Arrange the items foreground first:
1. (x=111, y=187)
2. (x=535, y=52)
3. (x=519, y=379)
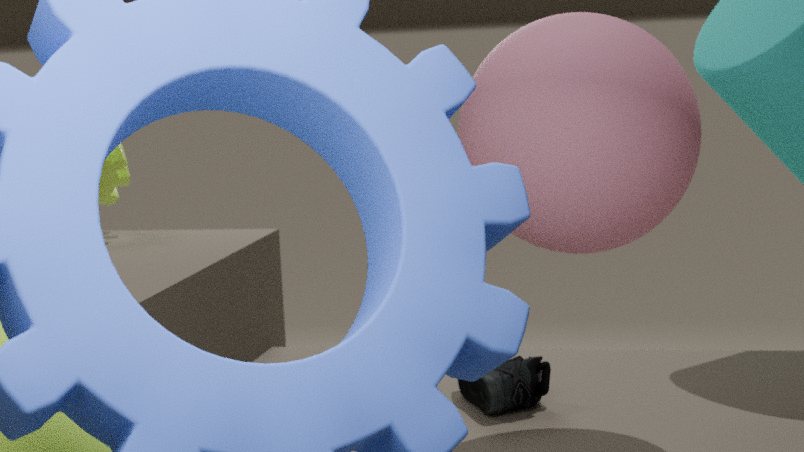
1. (x=535, y=52)
2. (x=519, y=379)
3. (x=111, y=187)
